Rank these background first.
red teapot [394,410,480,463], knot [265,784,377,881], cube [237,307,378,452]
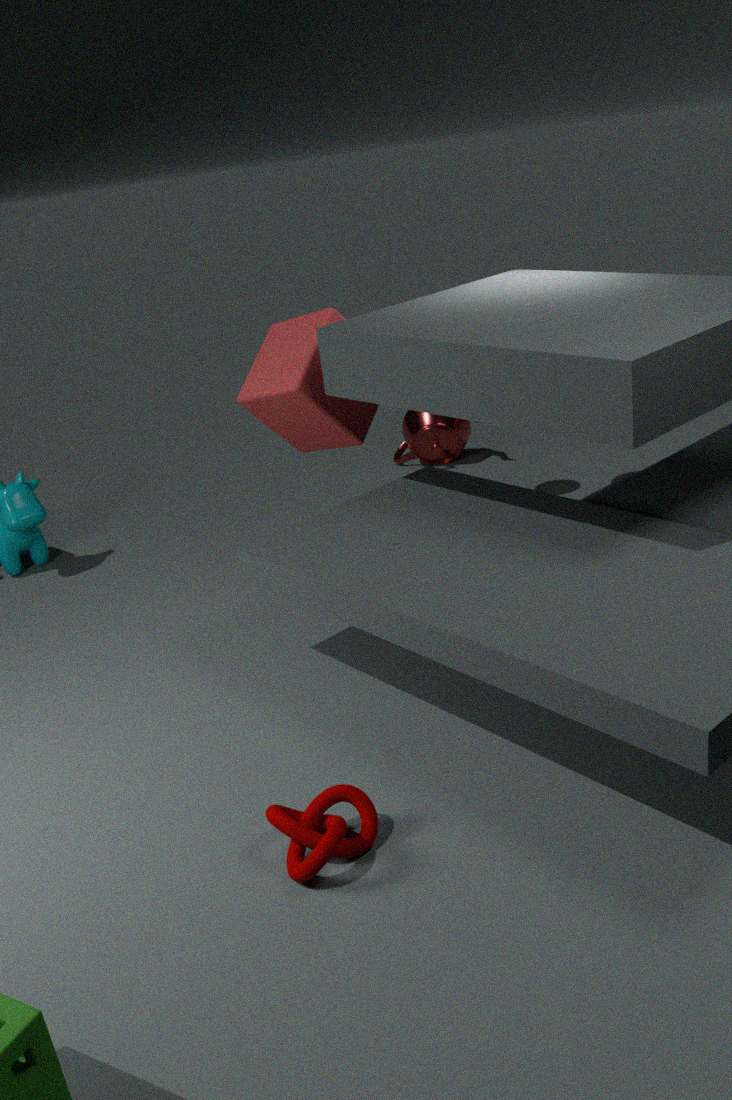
red teapot [394,410,480,463], cube [237,307,378,452], knot [265,784,377,881]
